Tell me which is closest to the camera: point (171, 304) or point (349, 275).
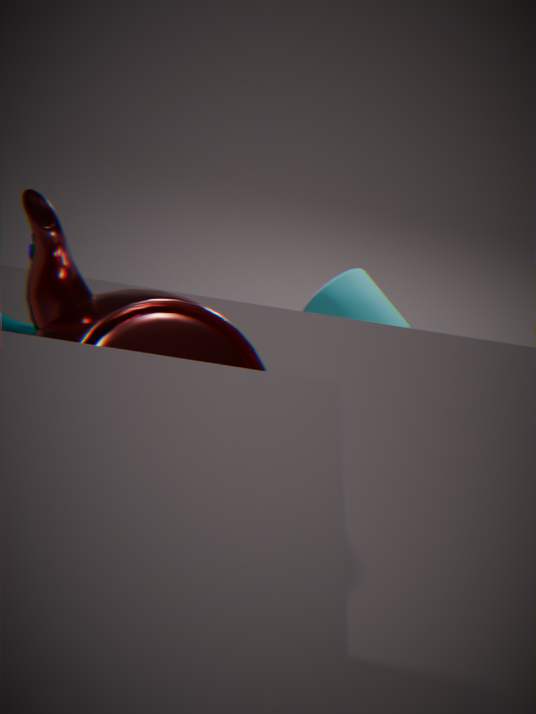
point (171, 304)
